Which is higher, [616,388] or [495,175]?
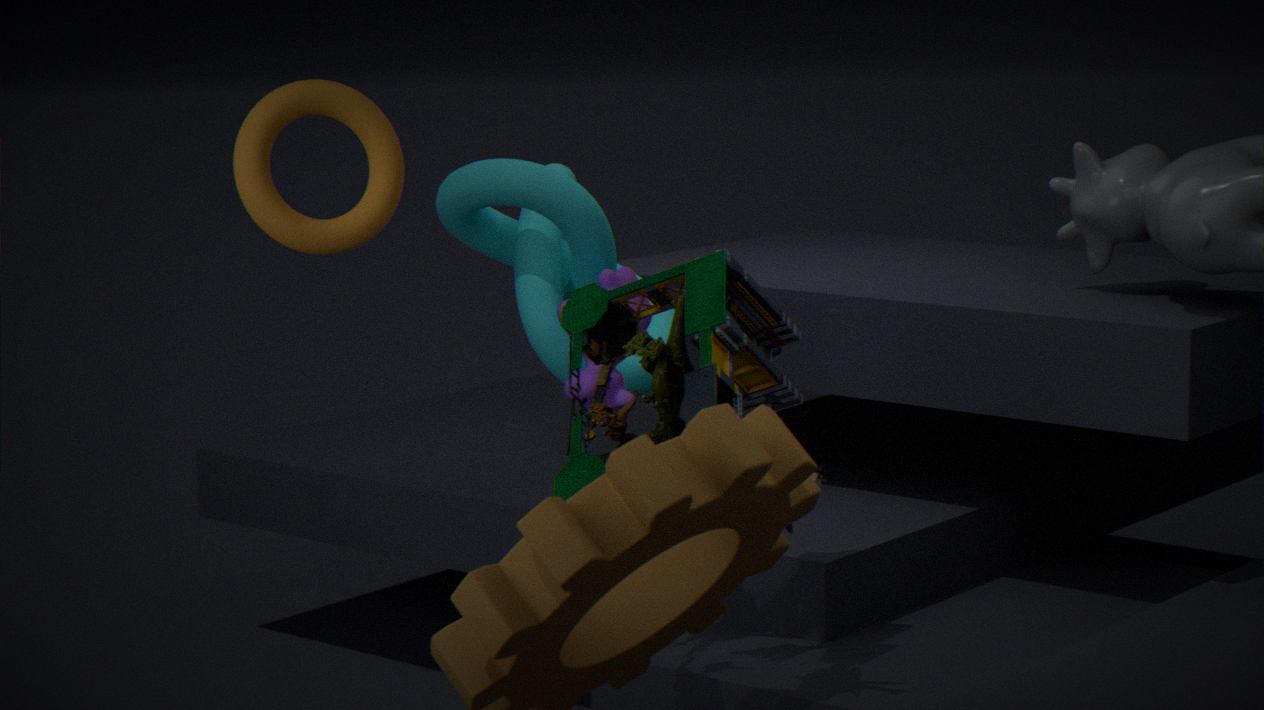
[495,175]
